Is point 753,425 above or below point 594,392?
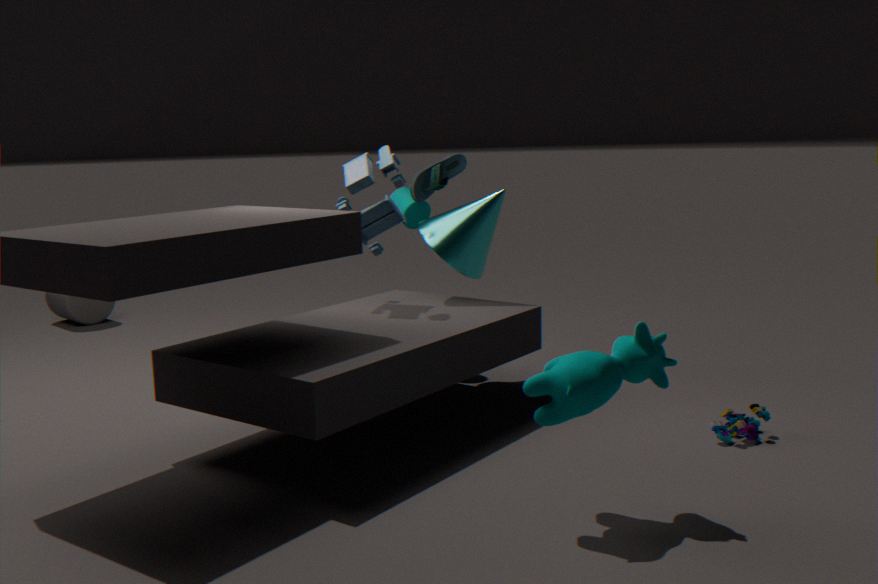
below
